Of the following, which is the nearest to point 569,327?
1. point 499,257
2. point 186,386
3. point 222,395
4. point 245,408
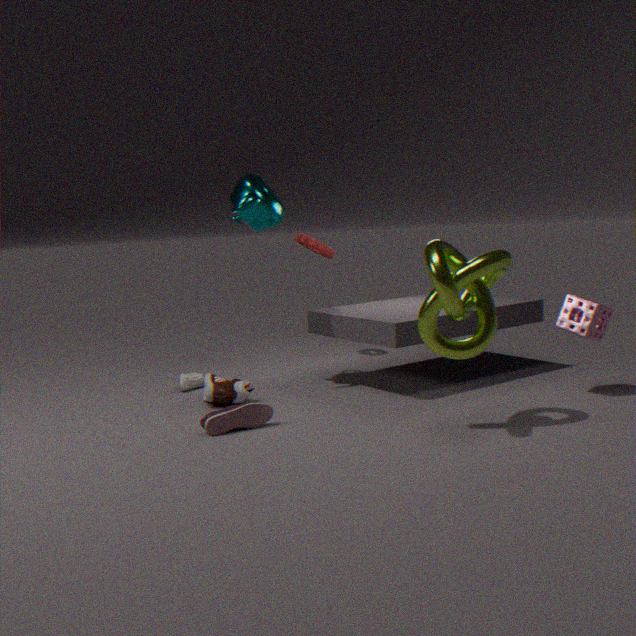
point 499,257
